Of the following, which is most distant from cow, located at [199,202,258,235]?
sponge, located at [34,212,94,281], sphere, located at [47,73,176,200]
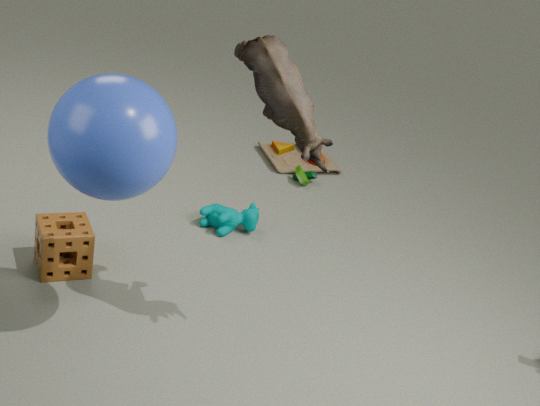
sphere, located at [47,73,176,200]
